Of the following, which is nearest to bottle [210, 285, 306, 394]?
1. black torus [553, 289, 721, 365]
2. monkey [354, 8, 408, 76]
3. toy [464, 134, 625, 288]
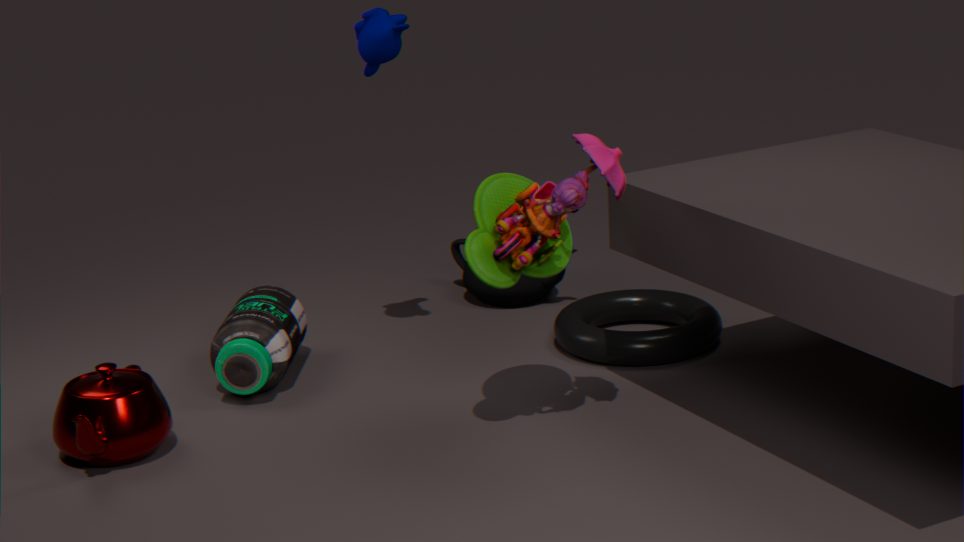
monkey [354, 8, 408, 76]
